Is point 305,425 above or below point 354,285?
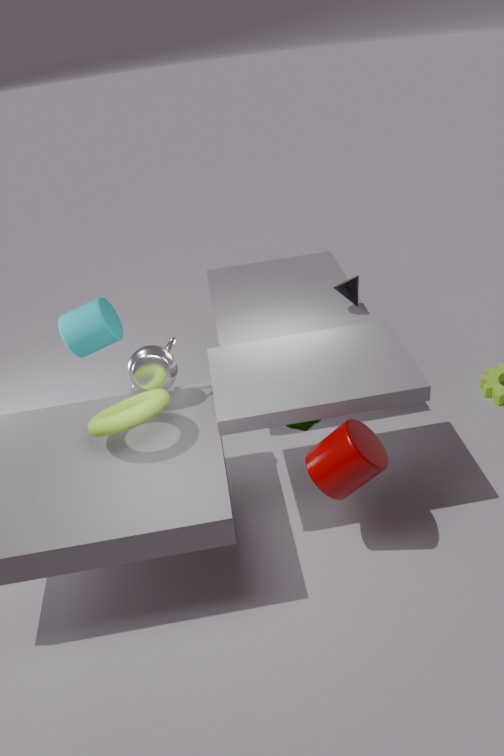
below
